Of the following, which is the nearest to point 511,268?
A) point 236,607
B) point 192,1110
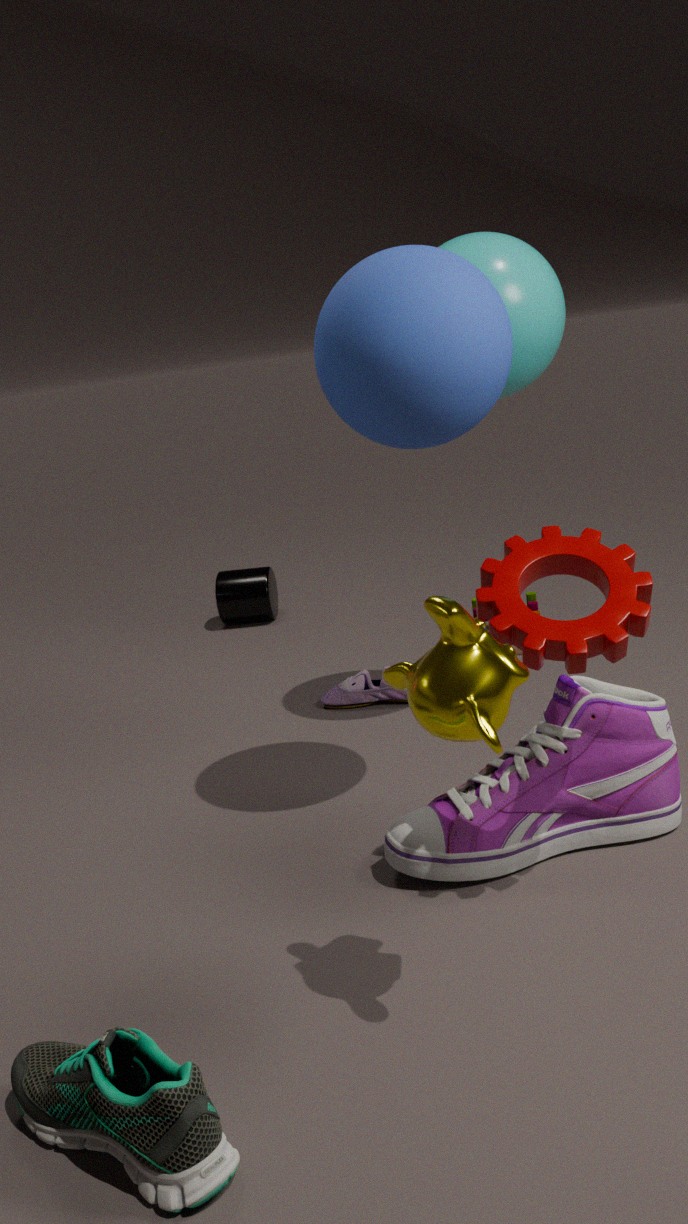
point 236,607
